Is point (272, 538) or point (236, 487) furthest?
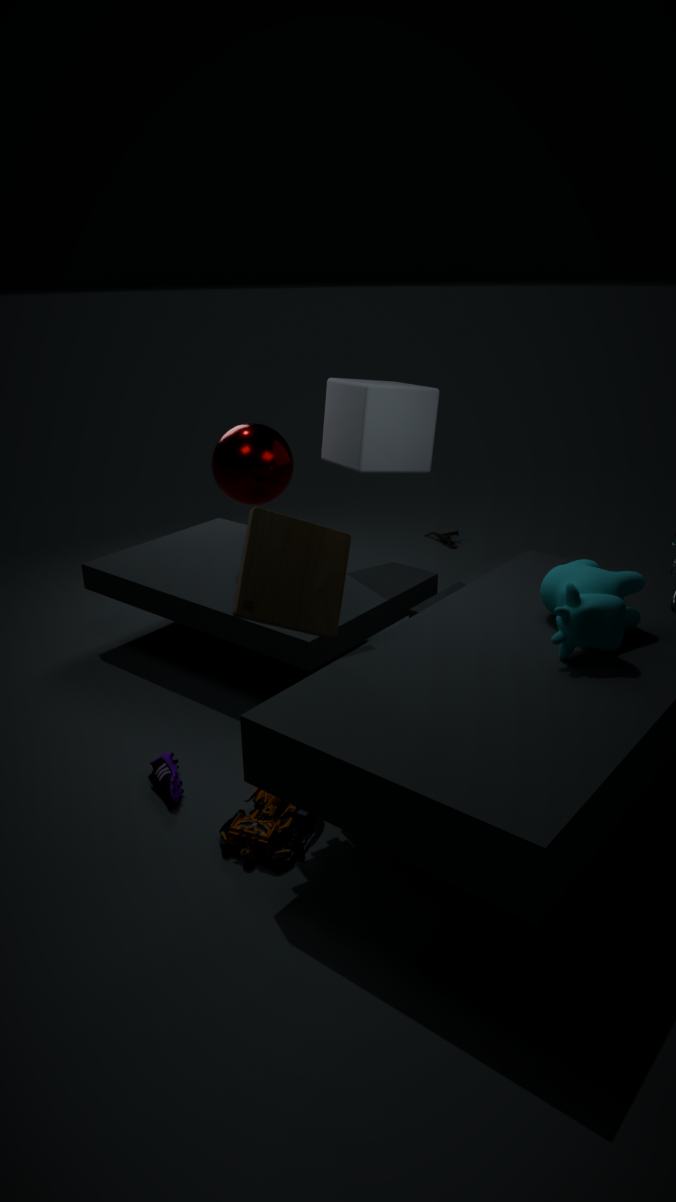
point (236, 487)
